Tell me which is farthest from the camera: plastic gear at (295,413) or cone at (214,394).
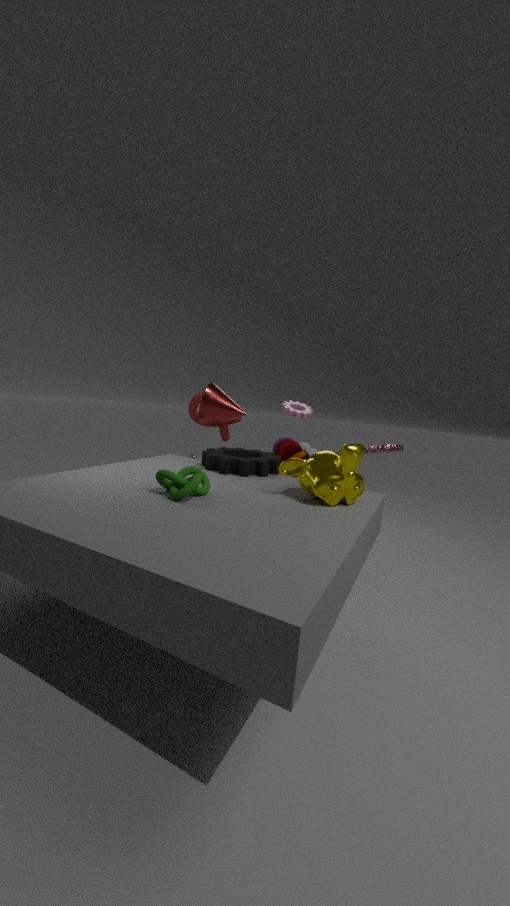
plastic gear at (295,413)
